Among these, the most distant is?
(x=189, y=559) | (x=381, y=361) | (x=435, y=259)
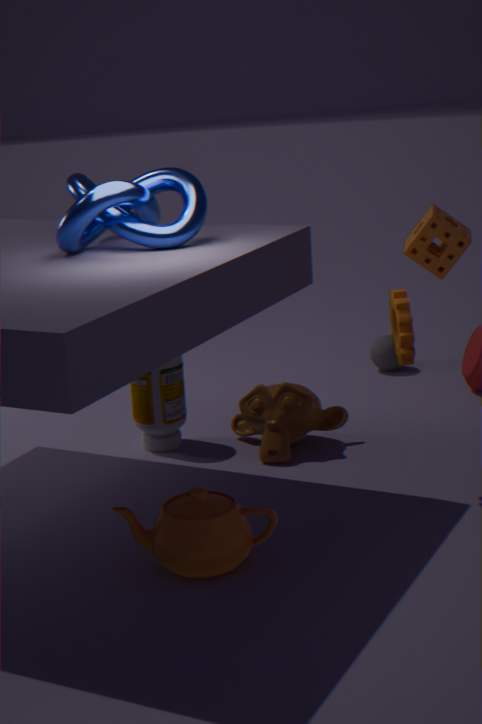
(x=381, y=361)
